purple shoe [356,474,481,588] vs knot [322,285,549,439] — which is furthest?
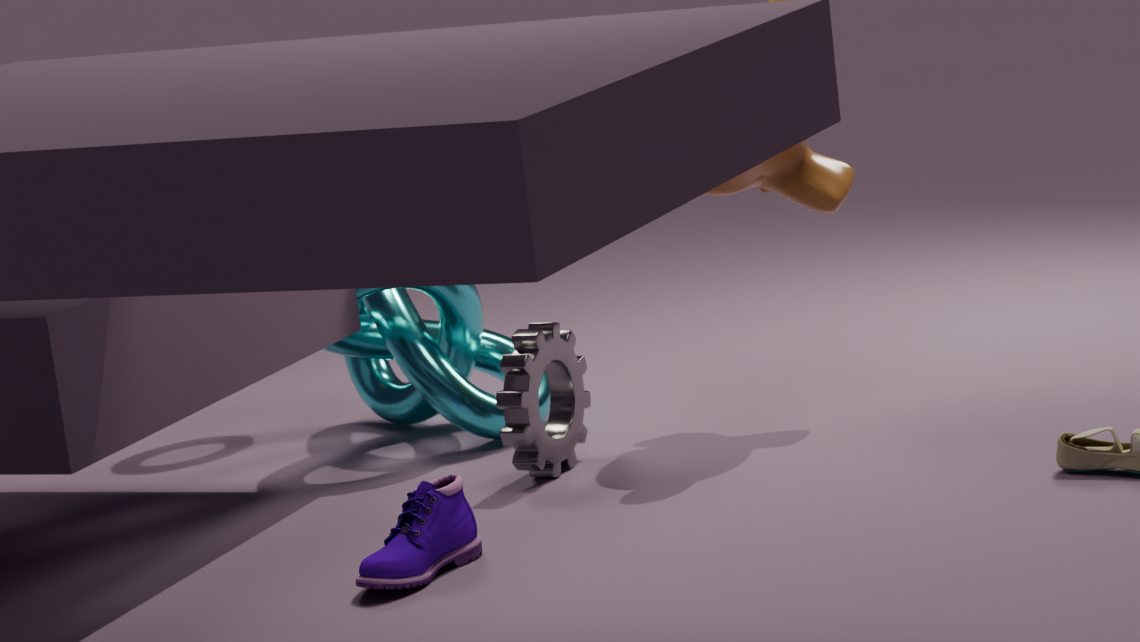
knot [322,285,549,439]
